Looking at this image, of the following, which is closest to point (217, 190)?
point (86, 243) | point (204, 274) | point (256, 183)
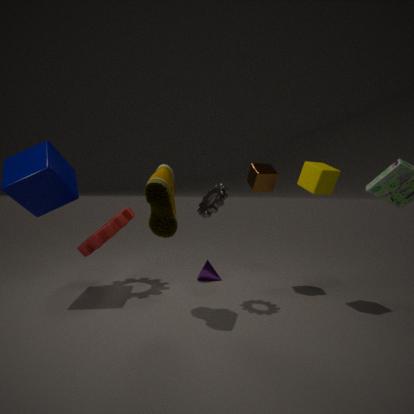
point (256, 183)
